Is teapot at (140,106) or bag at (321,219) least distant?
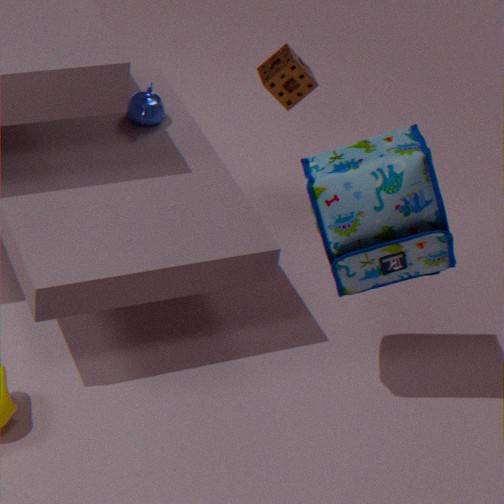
bag at (321,219)
